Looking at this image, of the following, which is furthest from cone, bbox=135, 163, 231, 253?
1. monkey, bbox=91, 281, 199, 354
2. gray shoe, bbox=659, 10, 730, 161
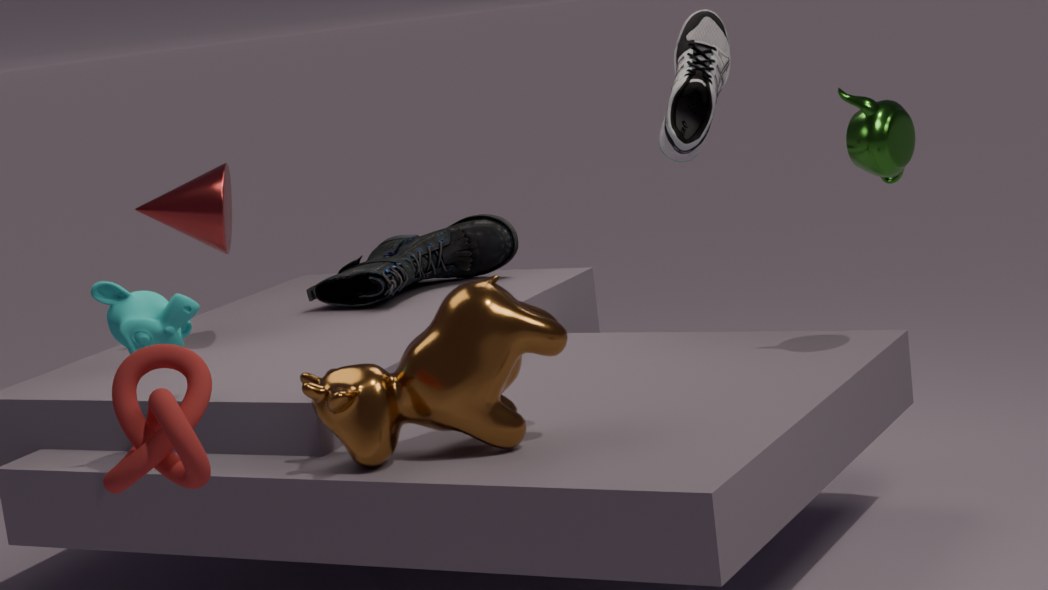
gray shoe, bbox=659, 10, 730, 161
